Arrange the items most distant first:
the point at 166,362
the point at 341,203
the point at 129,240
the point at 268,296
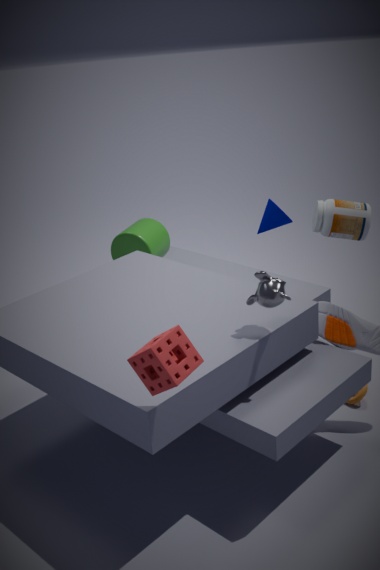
the point at 129,240 < the point at 341,203 < the point at 268,296 < the point at 166,362
